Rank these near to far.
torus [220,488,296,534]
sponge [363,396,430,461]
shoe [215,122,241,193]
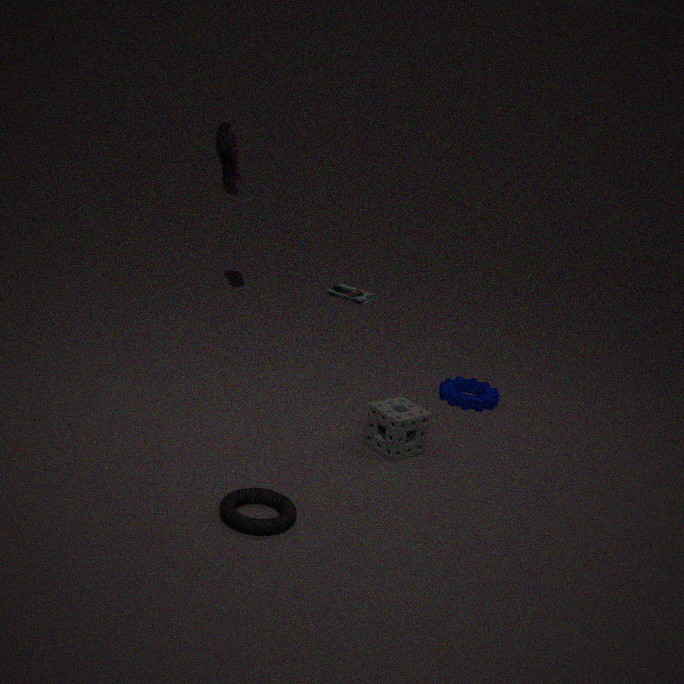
torus [220,488,296,534] < sponge [363,396,430,461] < shoe [215,122,241,193]
